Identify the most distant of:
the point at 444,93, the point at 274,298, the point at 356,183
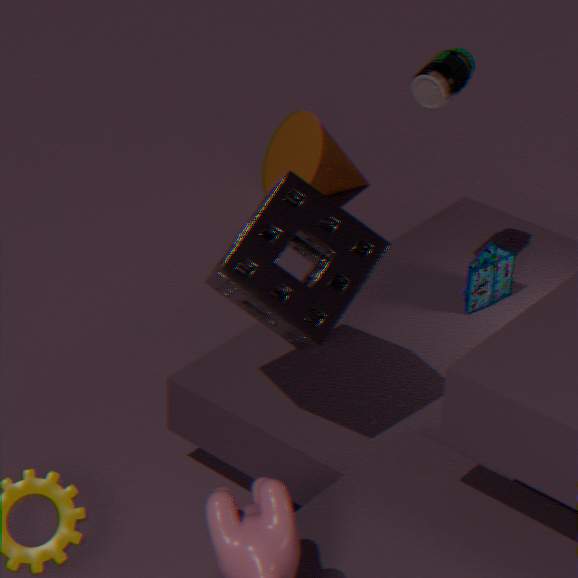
the point at 356,183
